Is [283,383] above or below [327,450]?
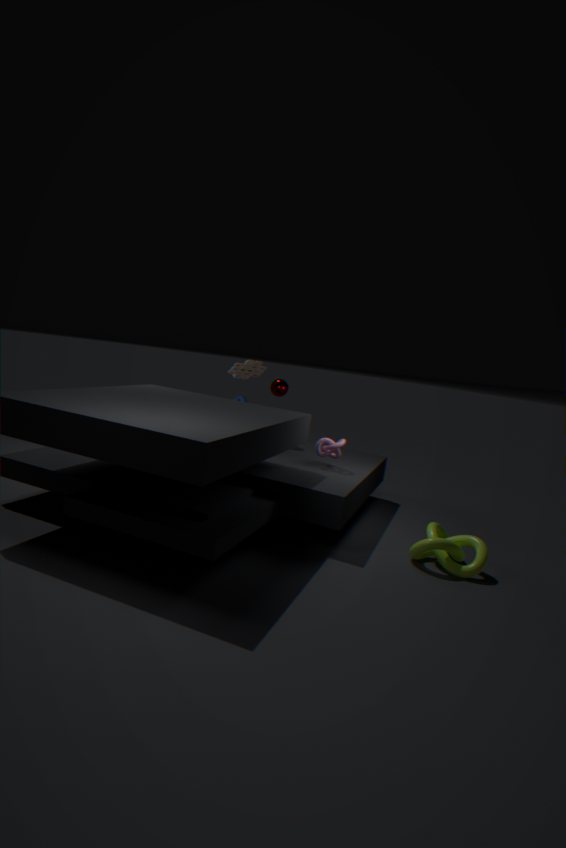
above
